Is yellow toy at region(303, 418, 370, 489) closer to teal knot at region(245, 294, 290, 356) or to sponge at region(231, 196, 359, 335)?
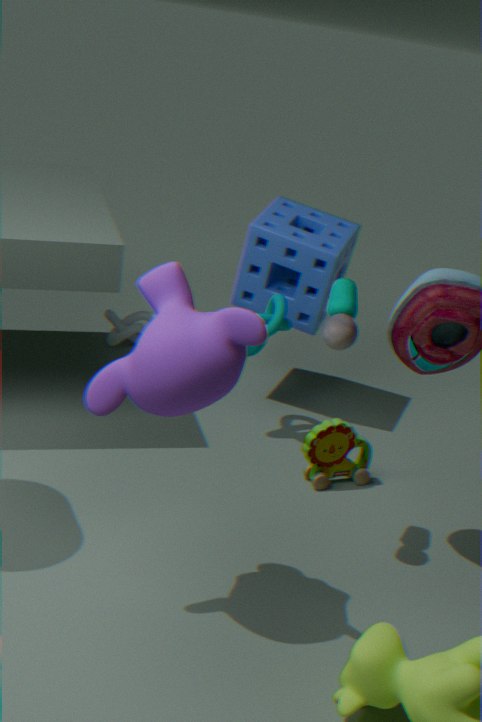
teal knot at region(245, 294, 290, 356)
